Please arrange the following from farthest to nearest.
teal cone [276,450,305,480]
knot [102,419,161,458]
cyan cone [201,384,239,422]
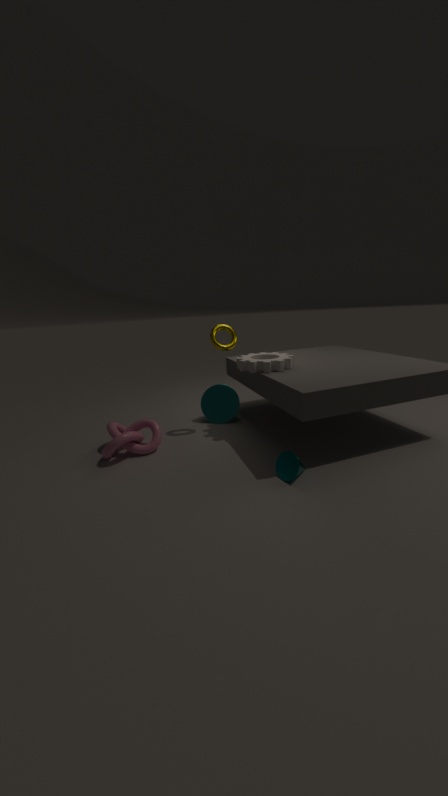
cyan cone [201,384,239,422], knot [102,419,161,458], teal cone [276,450,305,480]
